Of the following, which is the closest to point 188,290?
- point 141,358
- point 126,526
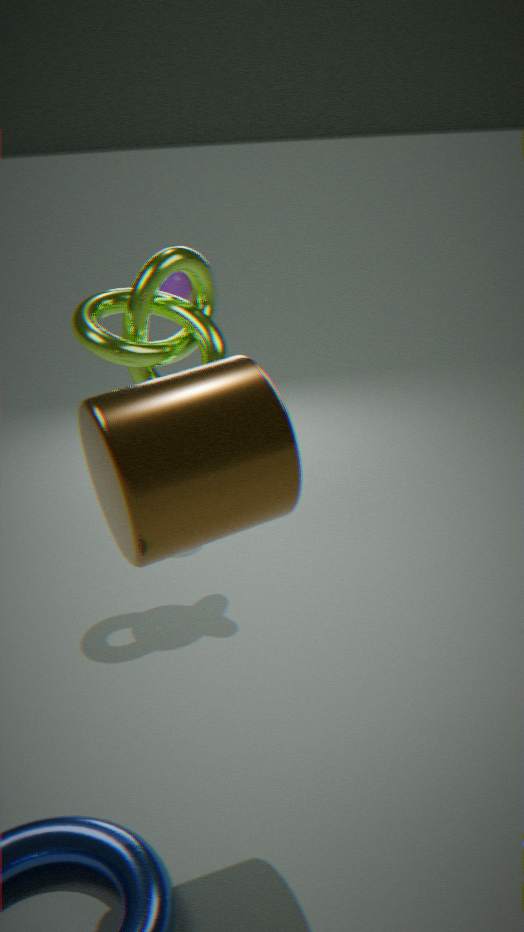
point 141,358
